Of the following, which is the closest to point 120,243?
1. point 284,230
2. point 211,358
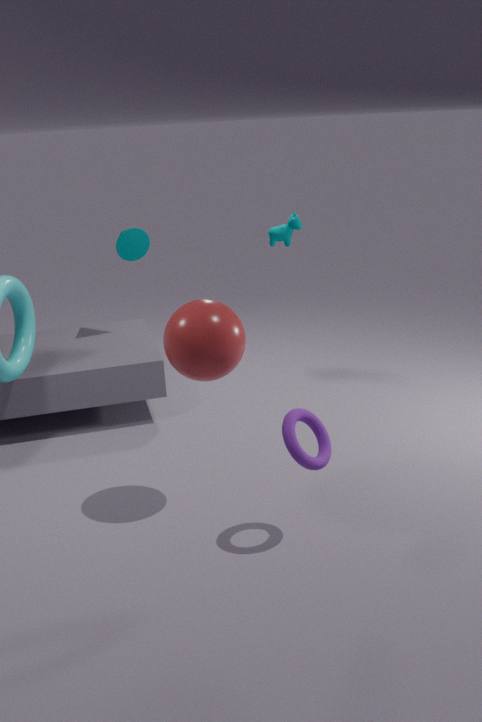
point 284,230
